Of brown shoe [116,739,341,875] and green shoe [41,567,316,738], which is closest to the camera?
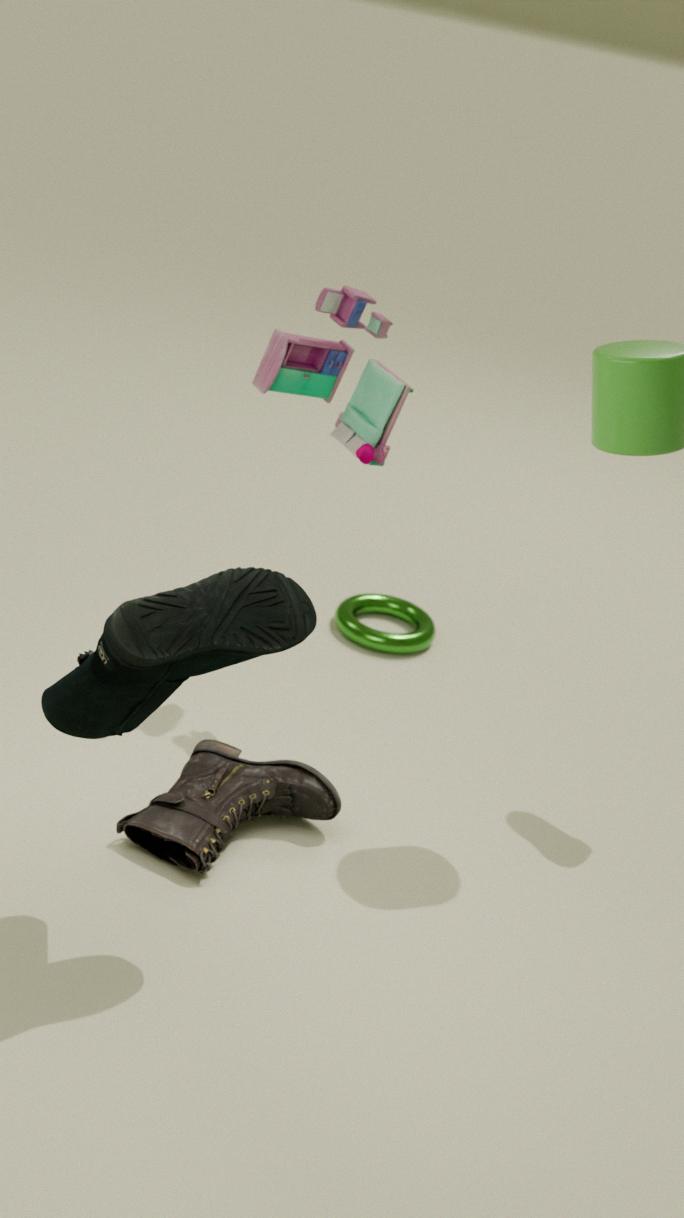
green shoe [41,567,316,738]
